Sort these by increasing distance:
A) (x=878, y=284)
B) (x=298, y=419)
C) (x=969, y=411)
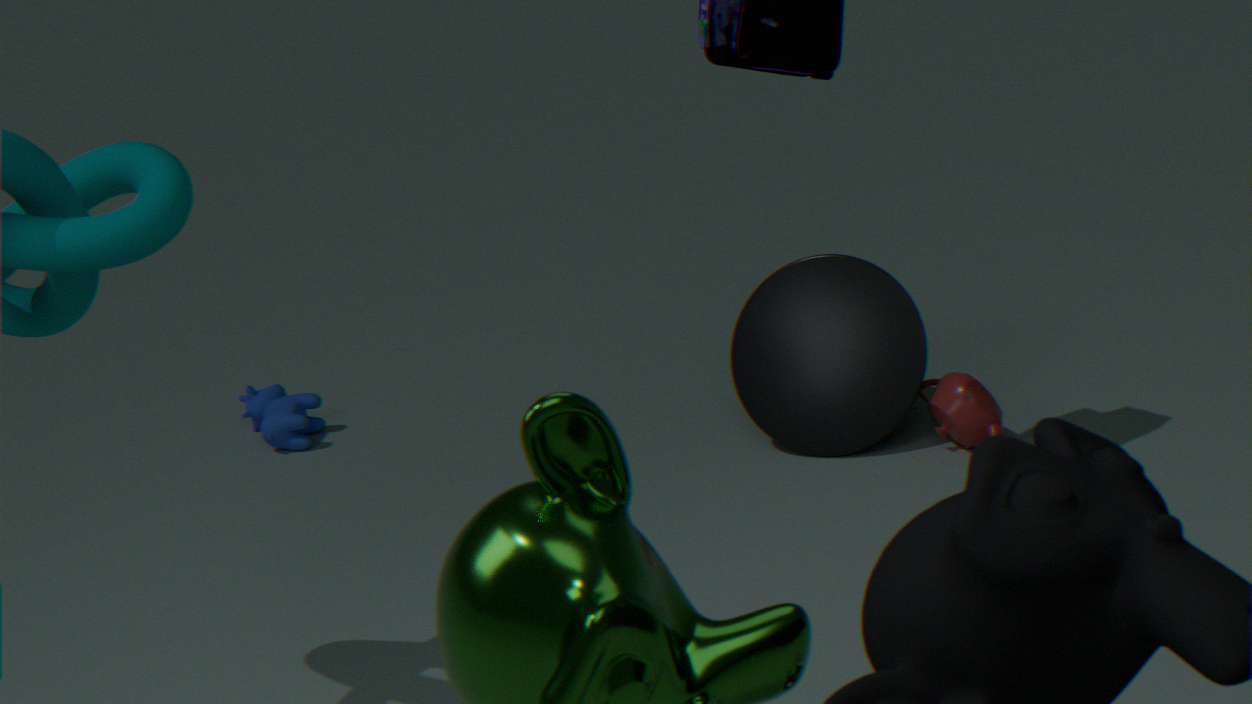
1. (x=969, y=411)
2. (x=878, y=284)
3. (x=298, y=419)
